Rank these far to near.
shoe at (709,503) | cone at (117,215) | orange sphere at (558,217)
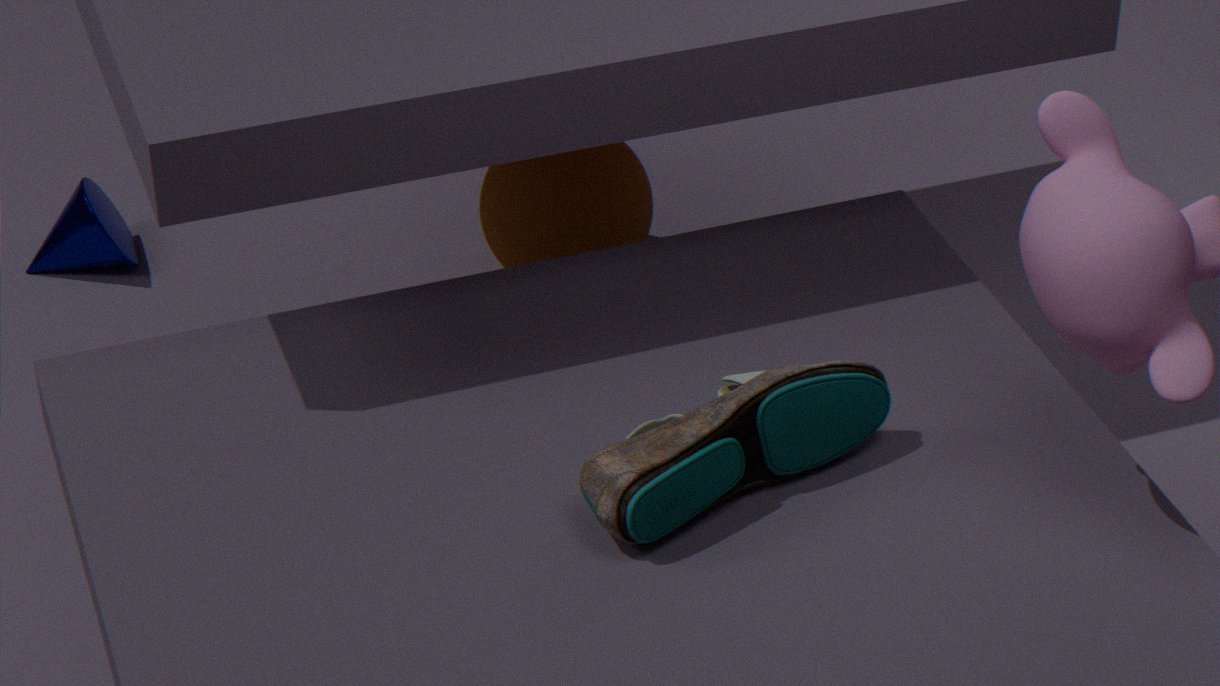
cone at (117,215), orange sphere at (558,217), shoe at (709,503)
